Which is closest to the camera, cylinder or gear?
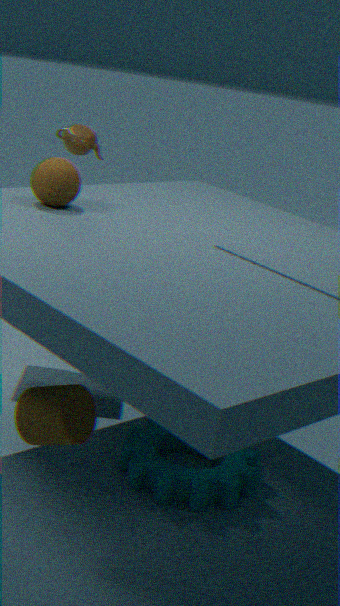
cylinder
